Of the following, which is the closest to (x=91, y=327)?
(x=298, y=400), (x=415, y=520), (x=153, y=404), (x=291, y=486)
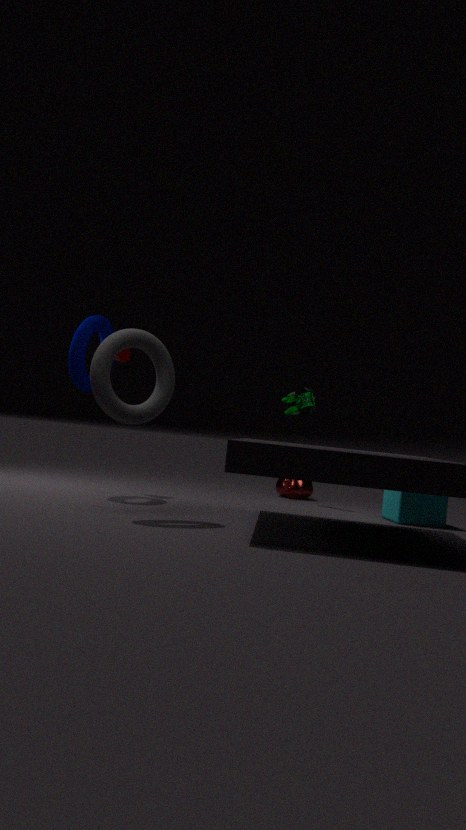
(x=153, y=404)
